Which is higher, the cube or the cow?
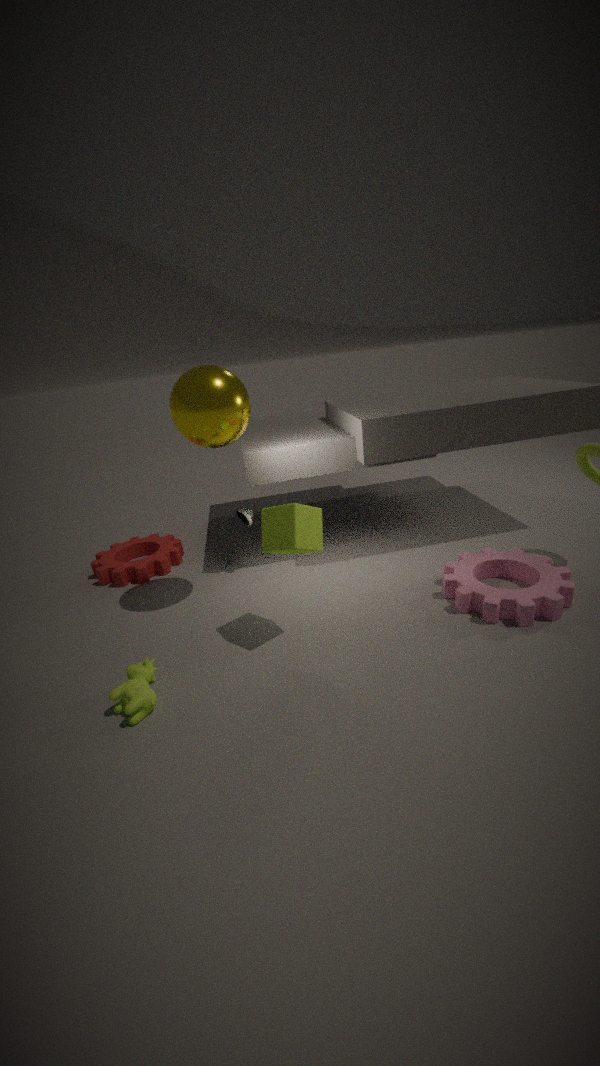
the cube
